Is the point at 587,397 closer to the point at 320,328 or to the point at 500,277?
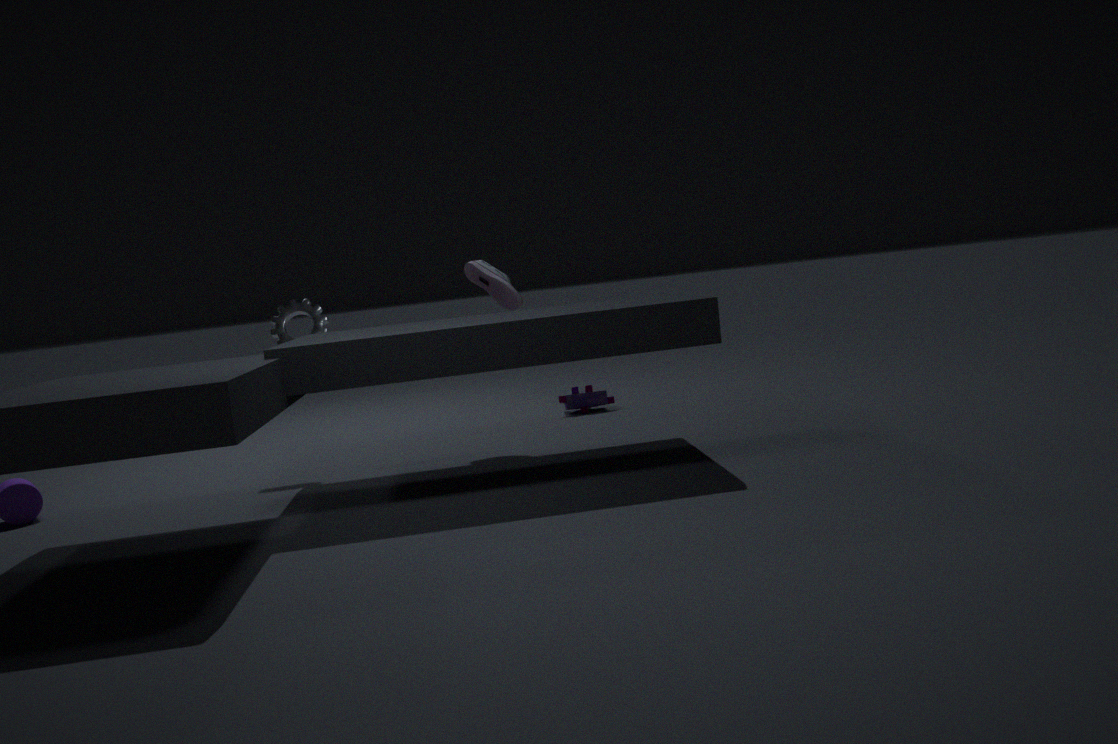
the point at 500,277
